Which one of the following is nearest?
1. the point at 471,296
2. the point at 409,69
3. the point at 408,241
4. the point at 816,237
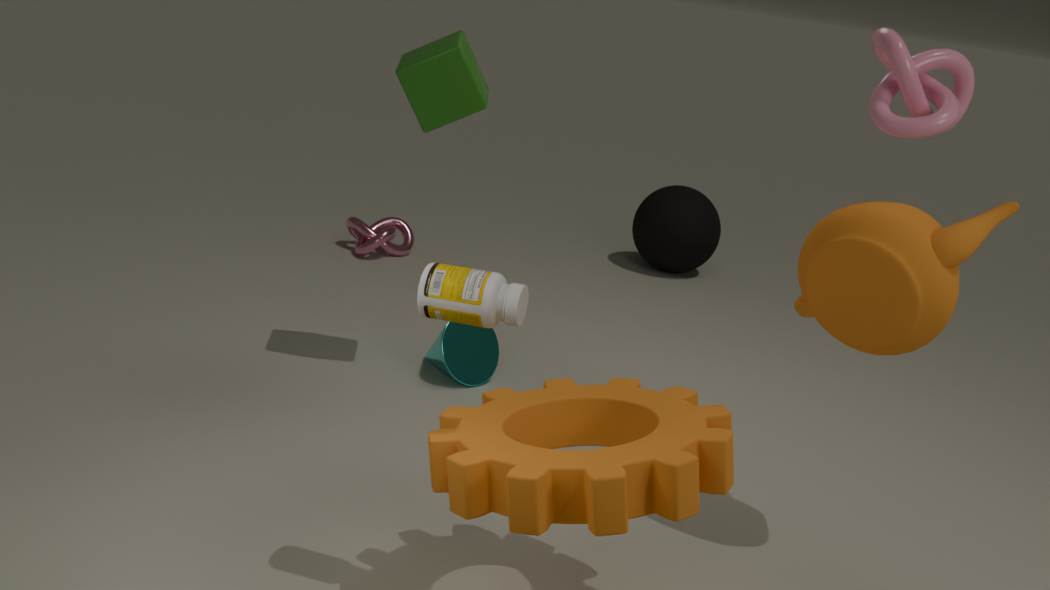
the point at 471,296
